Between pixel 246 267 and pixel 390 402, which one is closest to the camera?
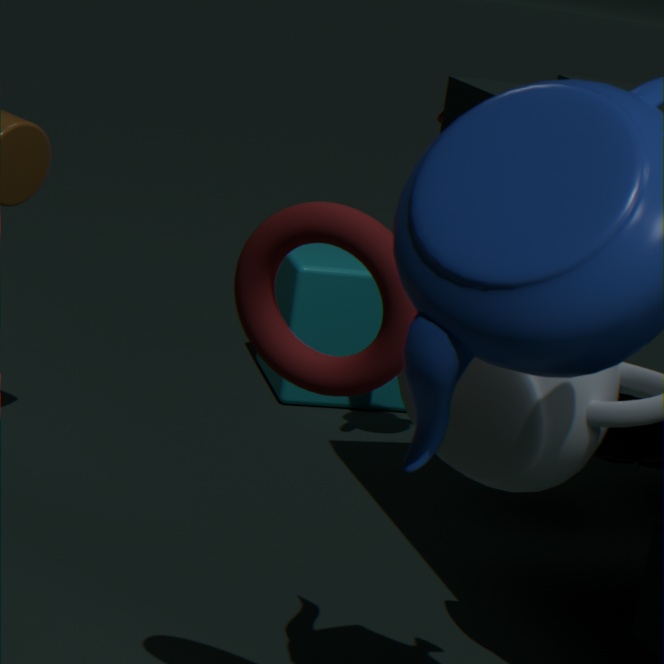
pixel 246 267
